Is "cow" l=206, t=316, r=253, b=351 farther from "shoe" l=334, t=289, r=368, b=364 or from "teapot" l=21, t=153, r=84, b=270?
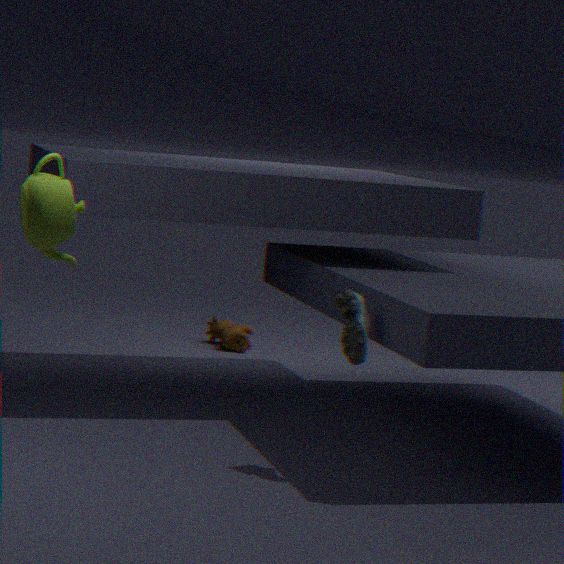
"teapot" l=21, t=153, r=84, b=270
